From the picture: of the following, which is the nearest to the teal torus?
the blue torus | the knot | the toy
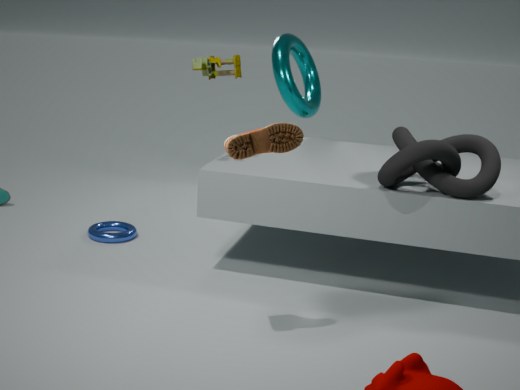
the toy
